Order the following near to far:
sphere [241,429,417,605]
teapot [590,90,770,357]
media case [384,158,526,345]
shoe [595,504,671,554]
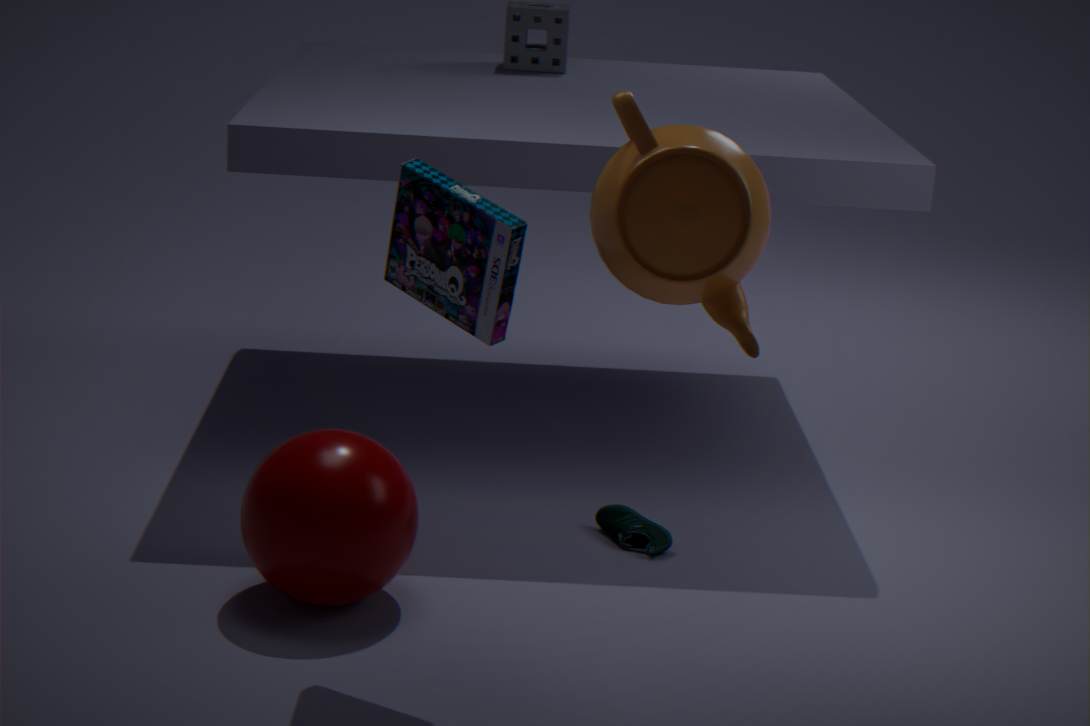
teapot [590,90,770,357] → media case [384,158,526,345] → sphere [241,429,417,605] → shoe [595,504,671,554]
